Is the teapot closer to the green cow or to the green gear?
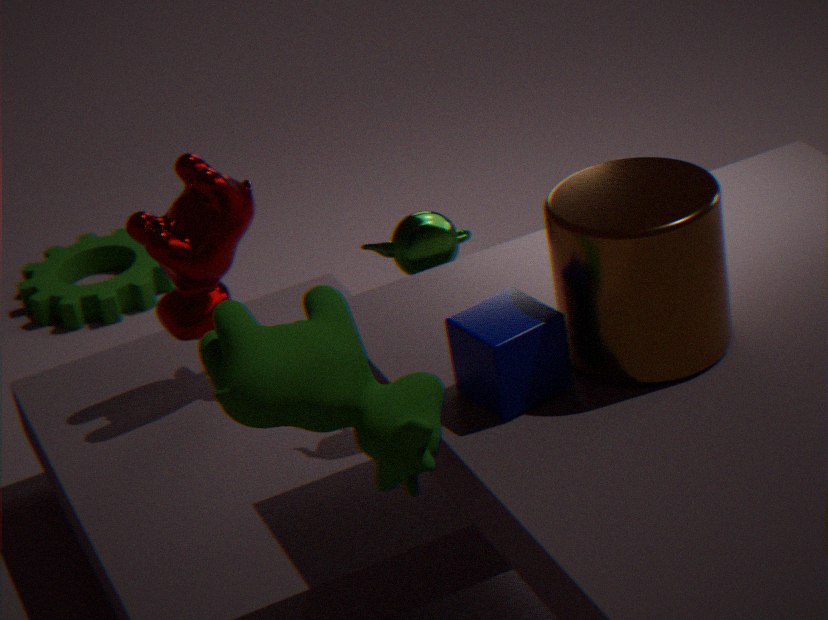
the green cow
